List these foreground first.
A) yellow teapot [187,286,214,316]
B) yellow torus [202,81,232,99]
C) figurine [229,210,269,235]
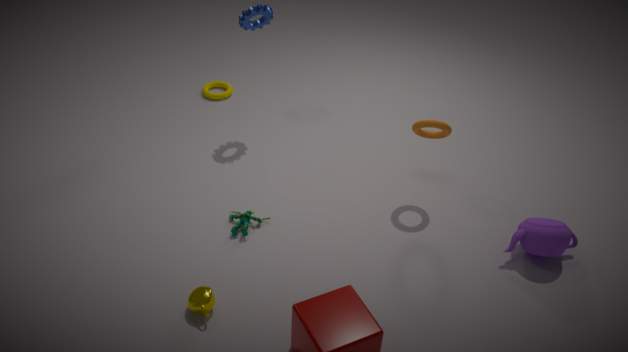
yellow teapot [187,286,214,316]
figurine [229,210,269,235]
yellow torus [202,81,232,99]
